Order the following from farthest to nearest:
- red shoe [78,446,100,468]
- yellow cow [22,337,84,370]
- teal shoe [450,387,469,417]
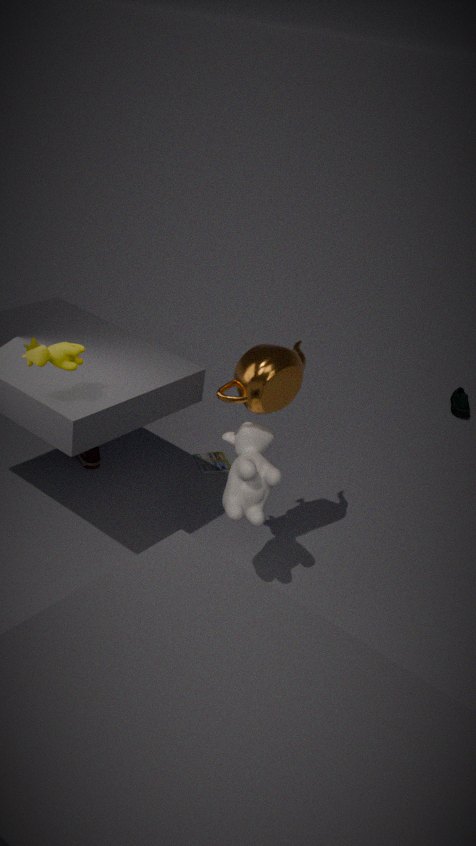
teal shoe [450,387,469,417]
red shoe [78,446,100,468]
yellow cow [22,337,84,370]
